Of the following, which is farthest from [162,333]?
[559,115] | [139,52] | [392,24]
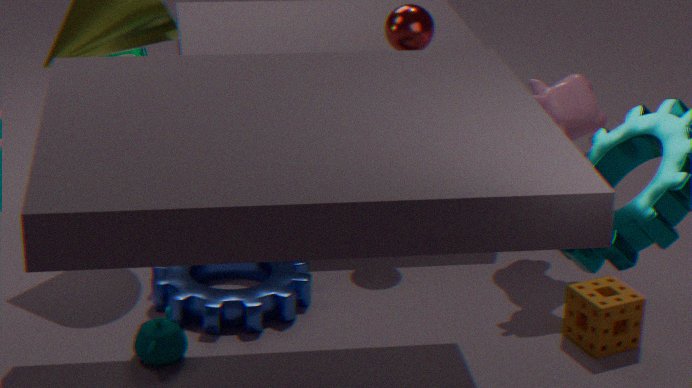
[559,115]
